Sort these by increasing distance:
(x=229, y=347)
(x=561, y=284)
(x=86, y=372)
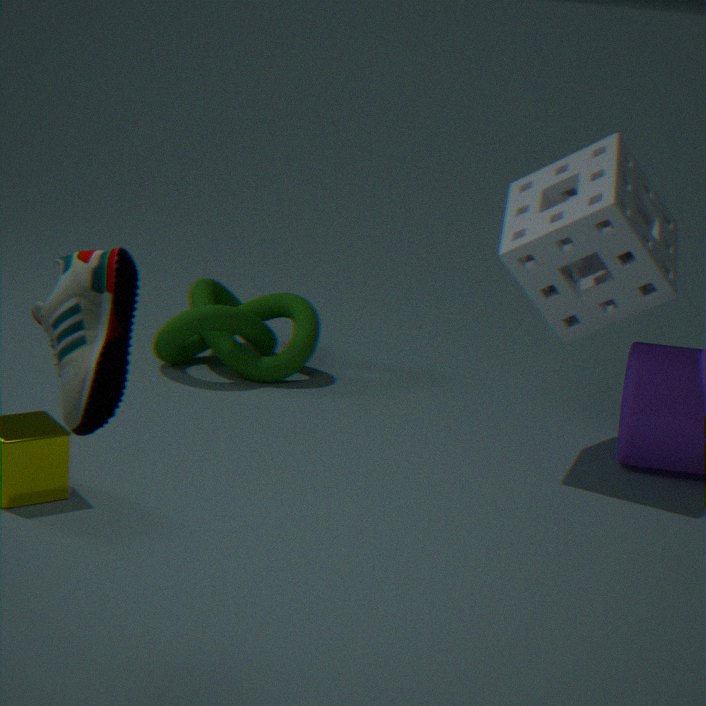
(x=86, y=372) < (x=561, y=284) < (x=229, y=347)
